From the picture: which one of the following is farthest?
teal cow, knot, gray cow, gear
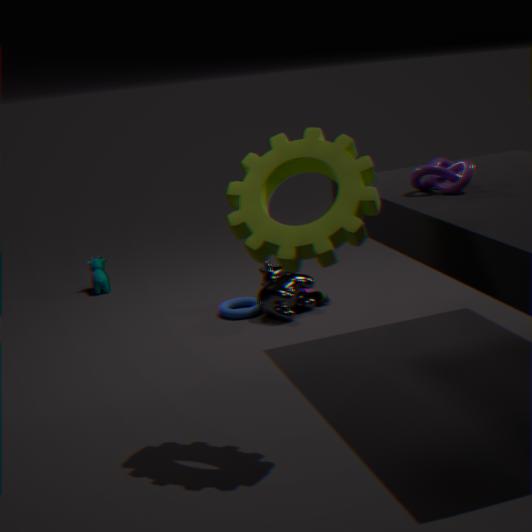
teal cow
